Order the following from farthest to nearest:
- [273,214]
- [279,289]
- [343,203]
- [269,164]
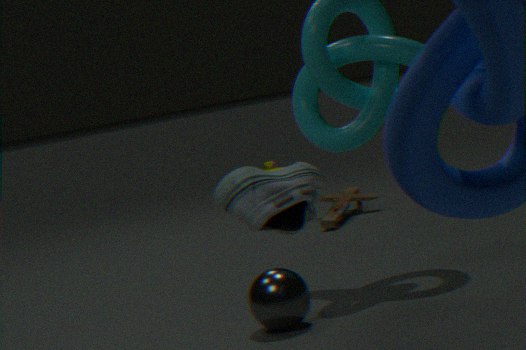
[269,164]
[343,203]
[279,289]
[273,214]
